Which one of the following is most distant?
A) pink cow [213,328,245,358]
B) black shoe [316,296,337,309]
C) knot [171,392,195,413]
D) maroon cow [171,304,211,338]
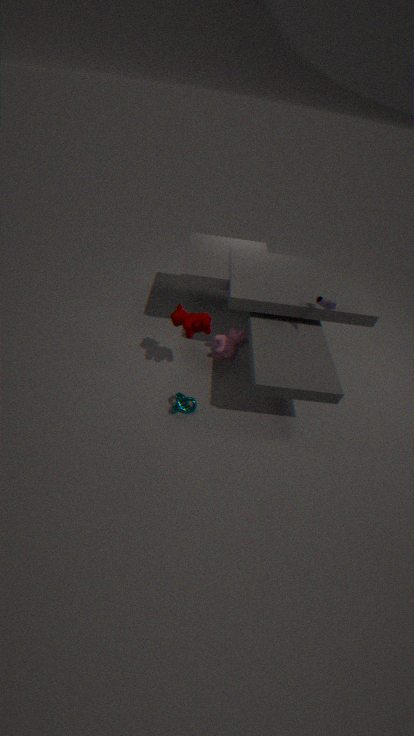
pink cow [213,328,245,358]
